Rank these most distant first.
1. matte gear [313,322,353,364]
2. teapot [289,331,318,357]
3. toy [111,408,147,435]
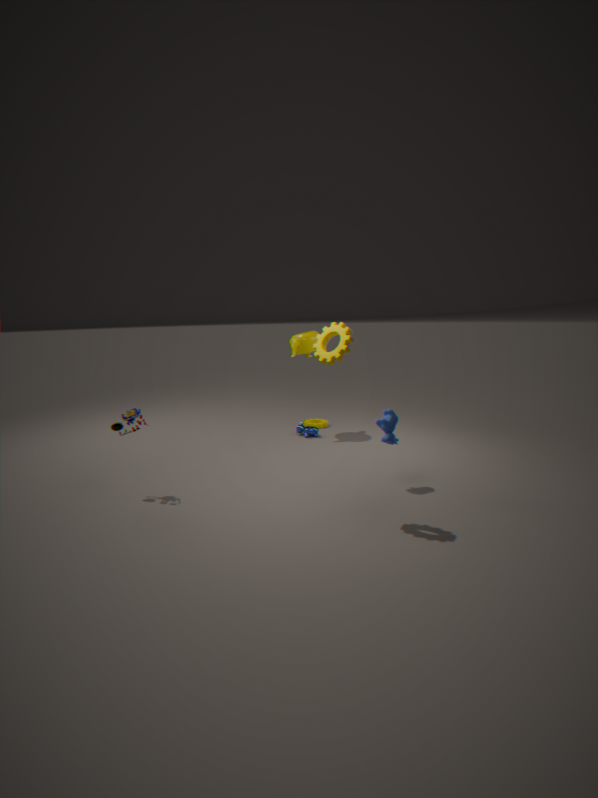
teapot [289,331,318,357] < toy [111,408,147,435] < matte gear [313,322,353,364]
